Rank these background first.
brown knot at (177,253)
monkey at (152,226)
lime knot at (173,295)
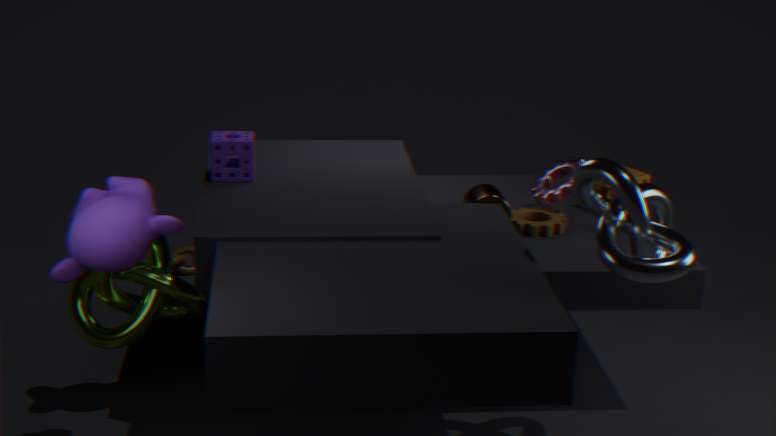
brown knot at (177,253) → lime knot at (173,295) → monkey at (152,226)
